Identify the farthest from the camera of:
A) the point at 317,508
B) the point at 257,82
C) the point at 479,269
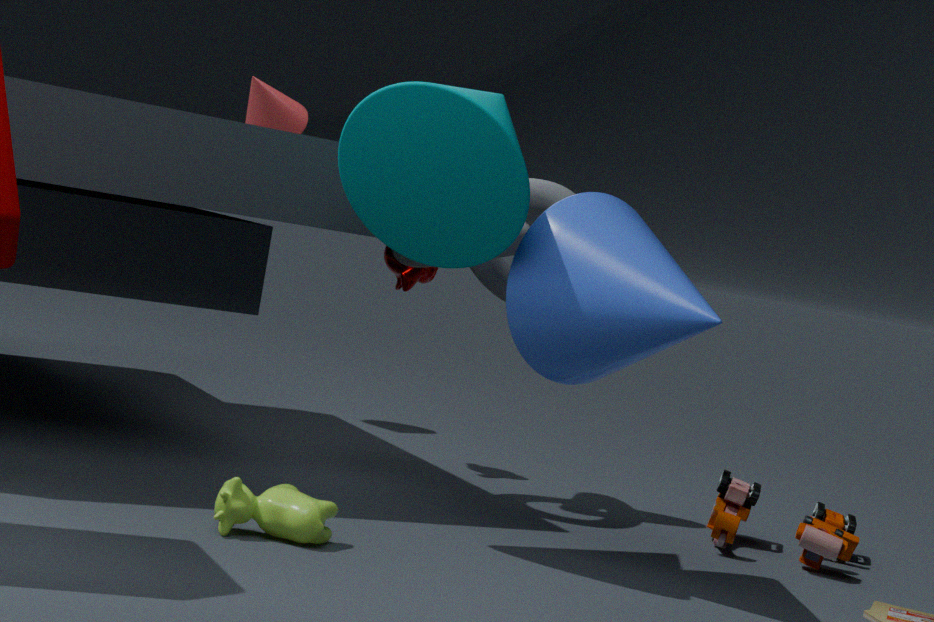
the point at 257,82
